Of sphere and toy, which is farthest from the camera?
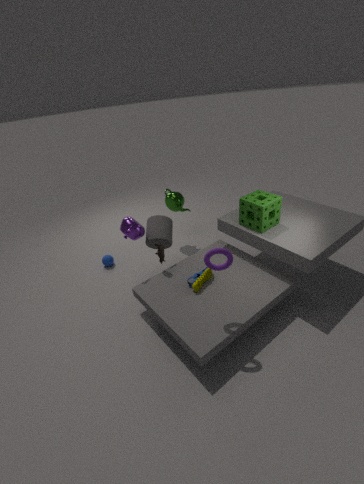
sphere
